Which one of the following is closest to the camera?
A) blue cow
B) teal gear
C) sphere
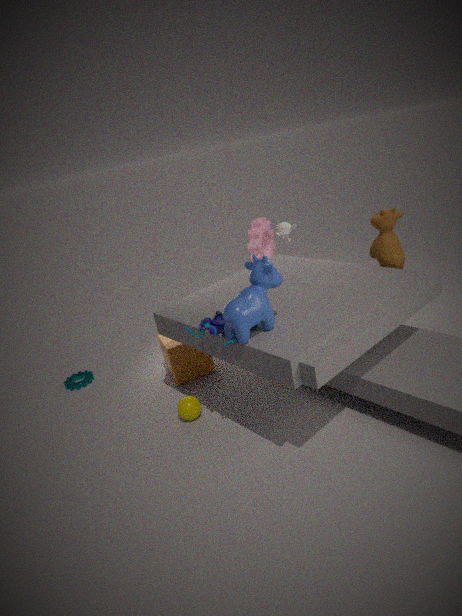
blue cow
